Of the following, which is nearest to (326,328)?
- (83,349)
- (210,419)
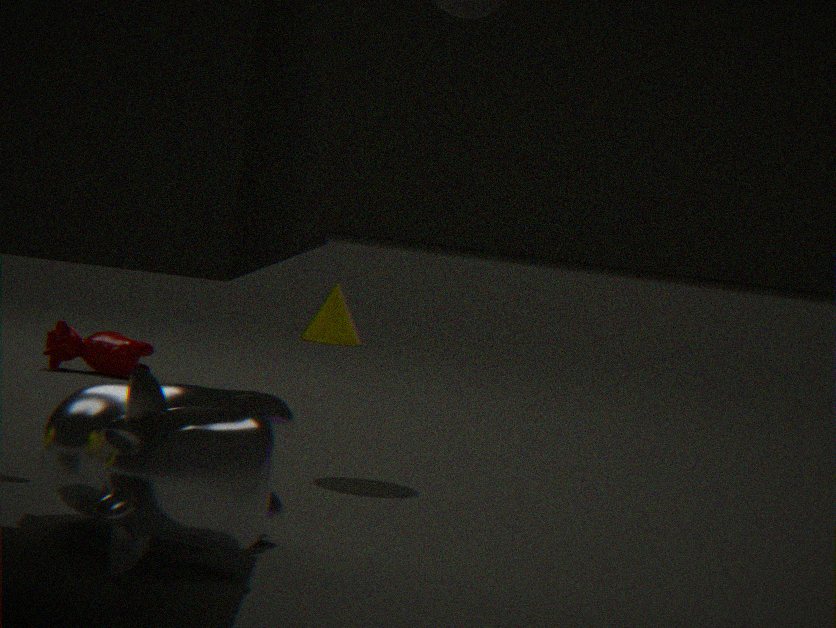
(83,349)
